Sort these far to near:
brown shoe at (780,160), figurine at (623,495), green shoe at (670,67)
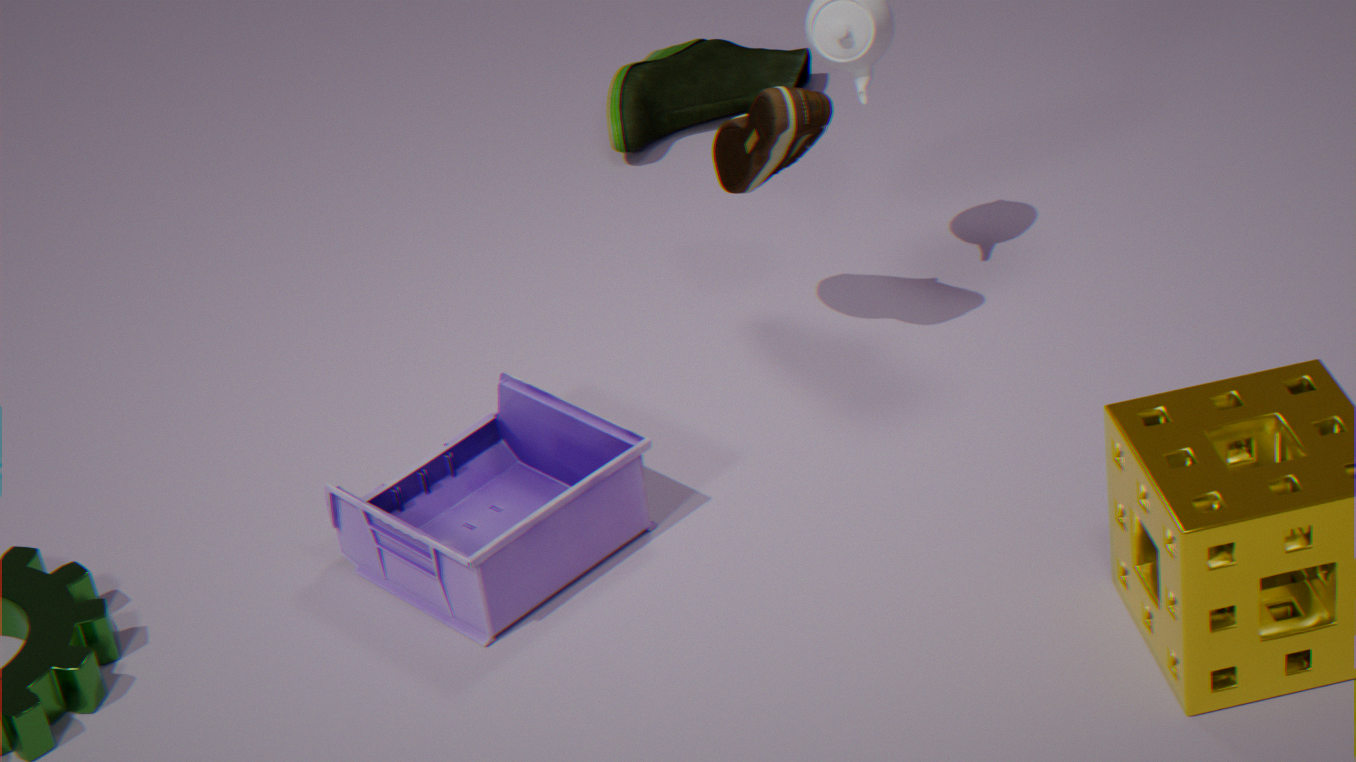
green shoe at (670,67)
brown shoe at (780,160)
figurine at (623,495)
